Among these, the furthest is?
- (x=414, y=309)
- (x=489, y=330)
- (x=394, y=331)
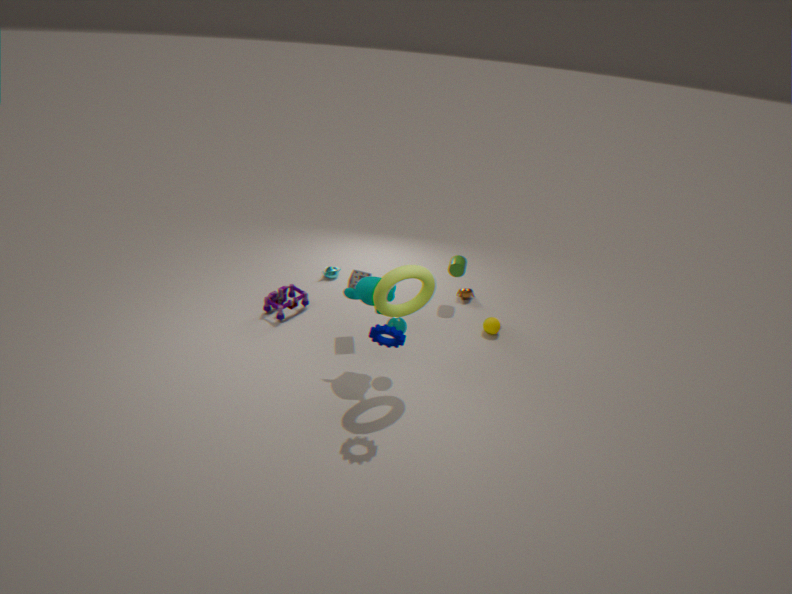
(x=489, y=330)
